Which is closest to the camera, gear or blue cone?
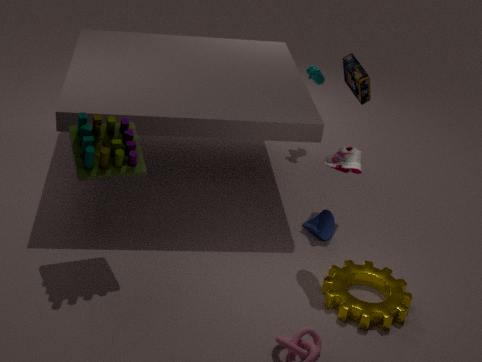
gear
